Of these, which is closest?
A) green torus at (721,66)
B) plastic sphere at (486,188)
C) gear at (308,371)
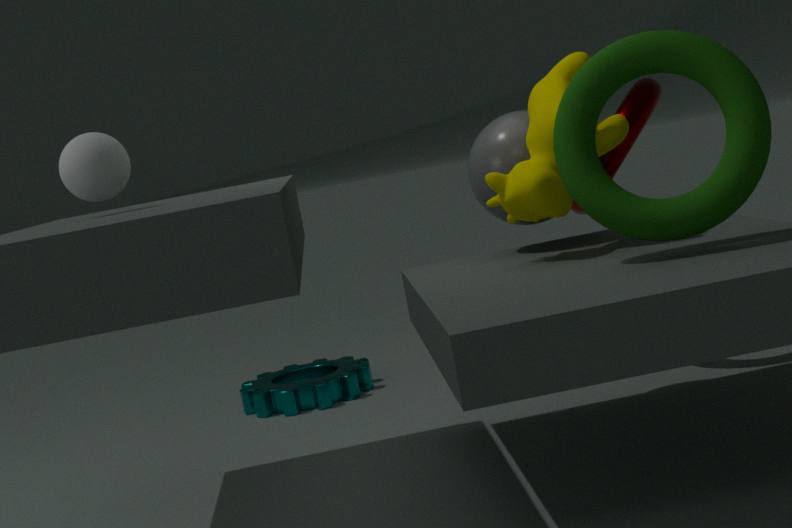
A. green torus at (721,66)
